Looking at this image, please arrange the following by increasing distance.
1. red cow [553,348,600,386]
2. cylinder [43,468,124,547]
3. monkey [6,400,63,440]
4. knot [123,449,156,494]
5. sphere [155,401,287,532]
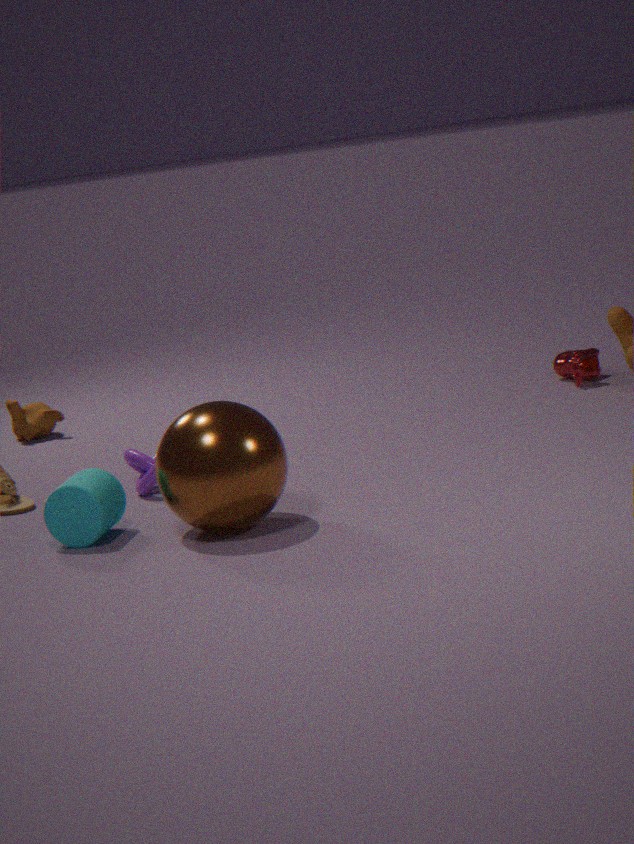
sphere [155,401,287,532] < cylinder [43,468,124,547] < knot [123,449,156,494] < red cow [553,348,600,386] < monkey [6,400,63,440]
